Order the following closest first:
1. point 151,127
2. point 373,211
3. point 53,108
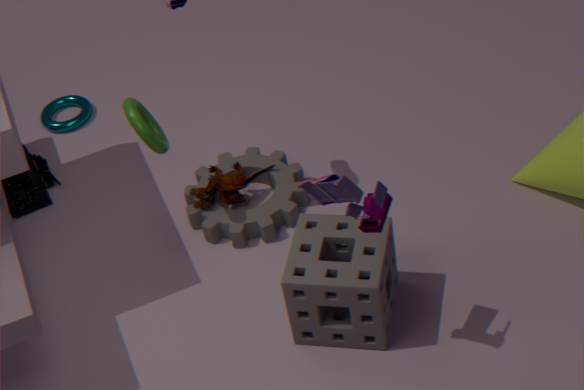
1. point 373,211
2. point 151,127
3. point 53,108
